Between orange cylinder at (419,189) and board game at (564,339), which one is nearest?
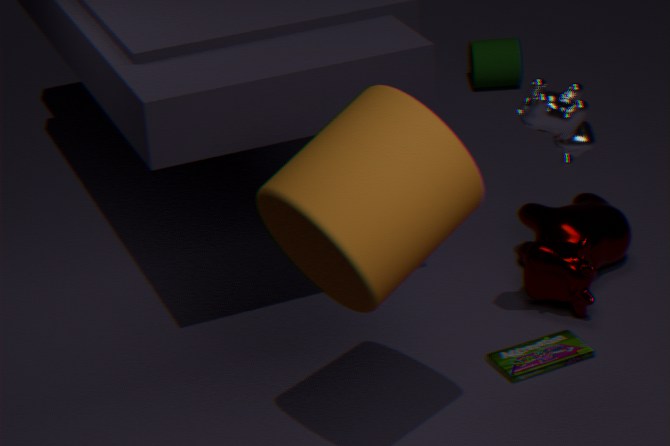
orange cylinder at (419,189)
